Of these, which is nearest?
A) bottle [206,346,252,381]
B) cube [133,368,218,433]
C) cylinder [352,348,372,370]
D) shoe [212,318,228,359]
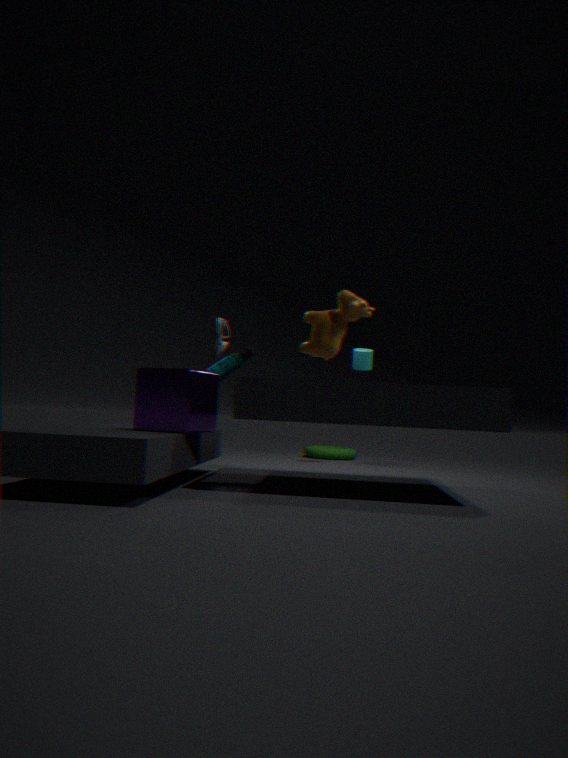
cube [133,368,218,433]
